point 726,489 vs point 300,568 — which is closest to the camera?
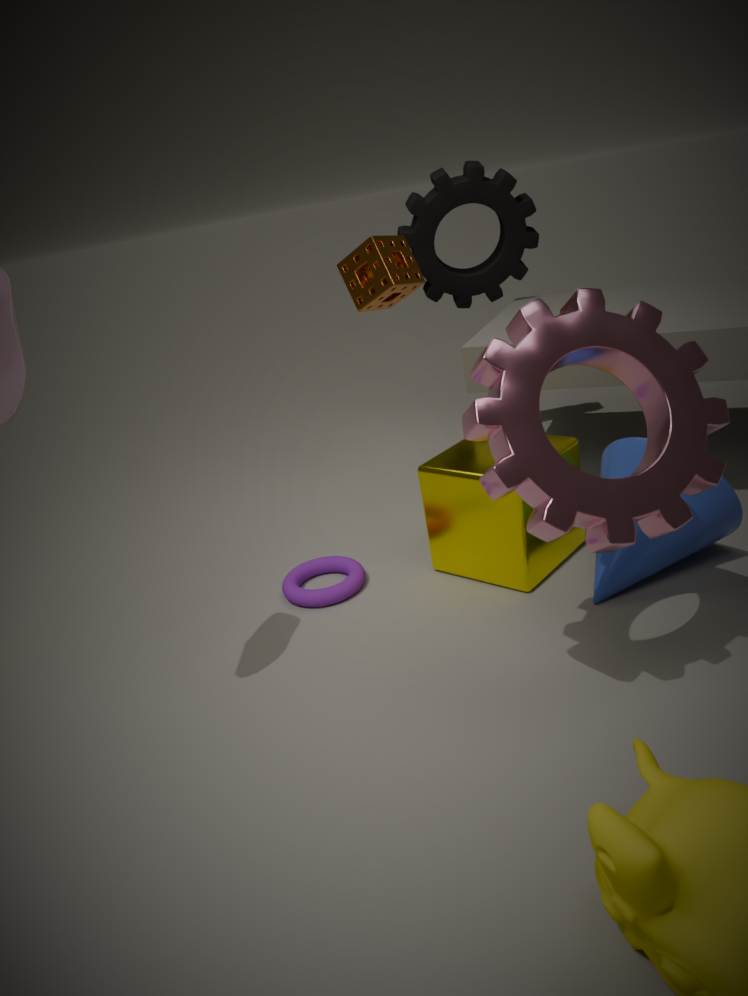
point 726,489
